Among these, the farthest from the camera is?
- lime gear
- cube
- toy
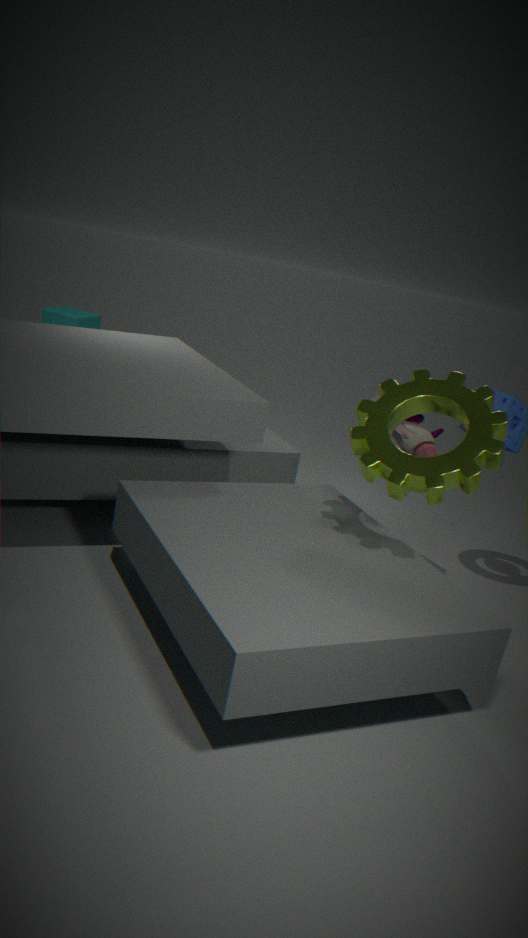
cube
